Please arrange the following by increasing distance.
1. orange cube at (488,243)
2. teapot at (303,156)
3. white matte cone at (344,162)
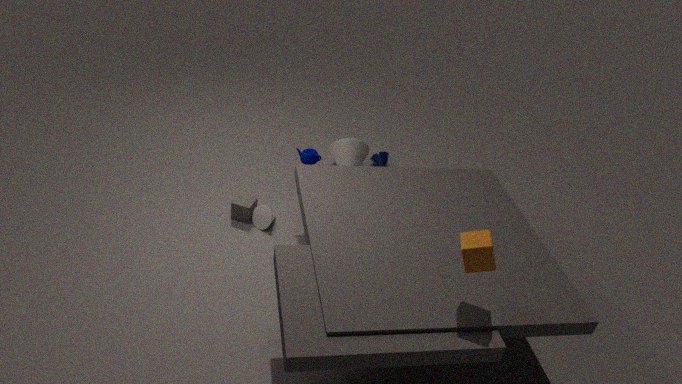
orange cube at (488,243) → teapot at (303,156) → white matte cone at (344,162)
